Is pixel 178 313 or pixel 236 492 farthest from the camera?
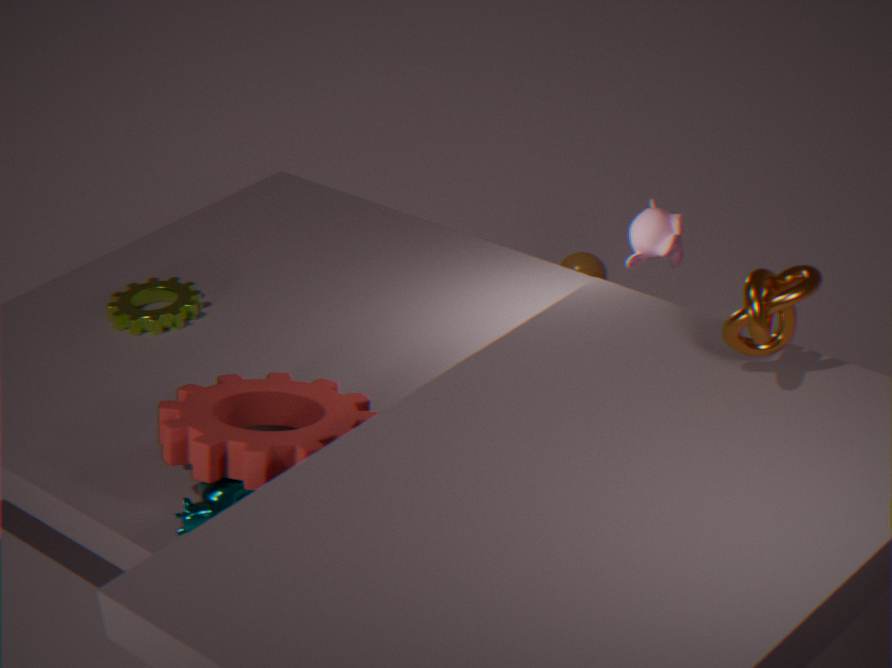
pixel 178 313
